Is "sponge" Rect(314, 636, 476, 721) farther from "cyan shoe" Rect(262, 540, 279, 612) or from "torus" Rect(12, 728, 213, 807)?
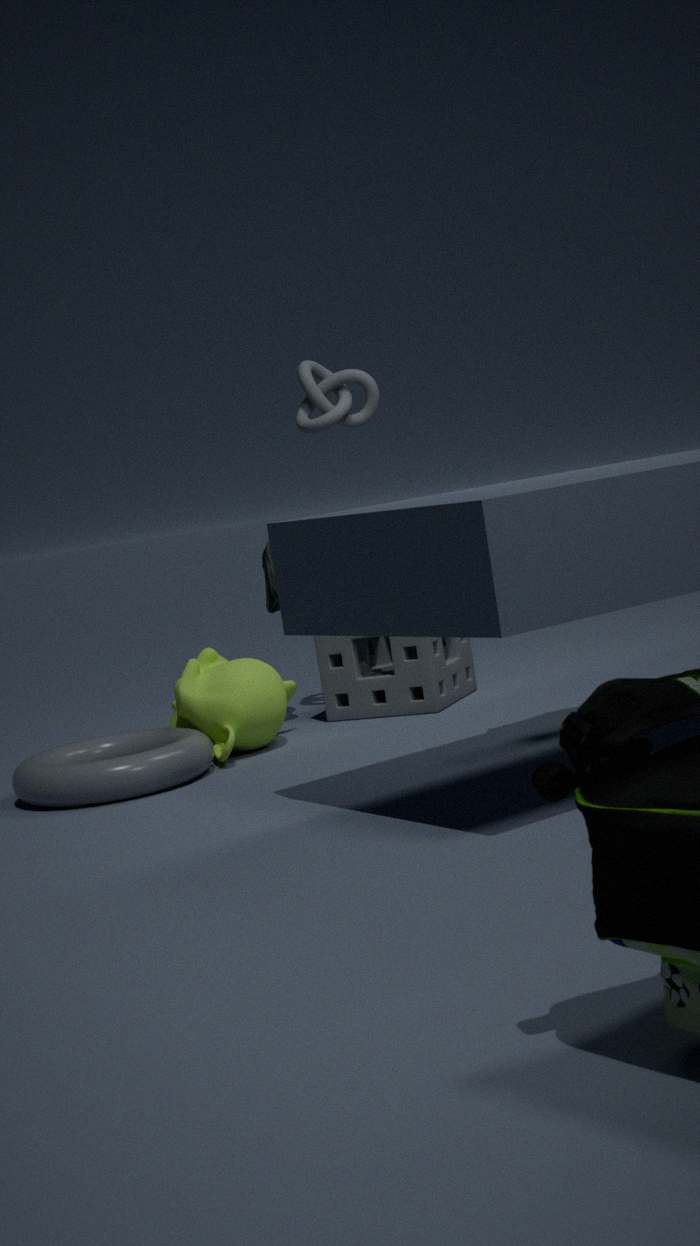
"torus" Rect(12, 728, 213, 807)
